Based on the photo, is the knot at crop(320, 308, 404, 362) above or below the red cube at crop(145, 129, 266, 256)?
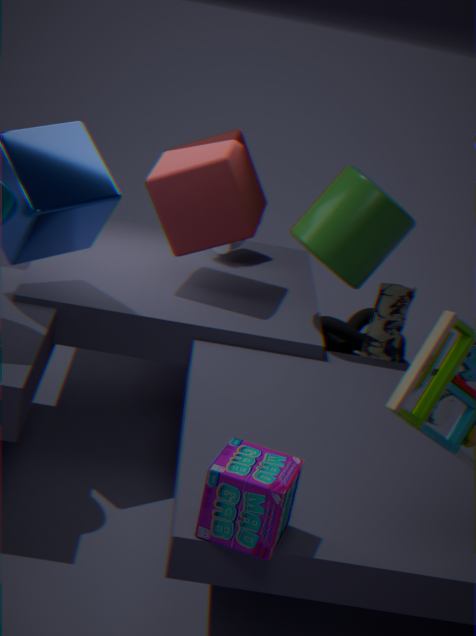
below
